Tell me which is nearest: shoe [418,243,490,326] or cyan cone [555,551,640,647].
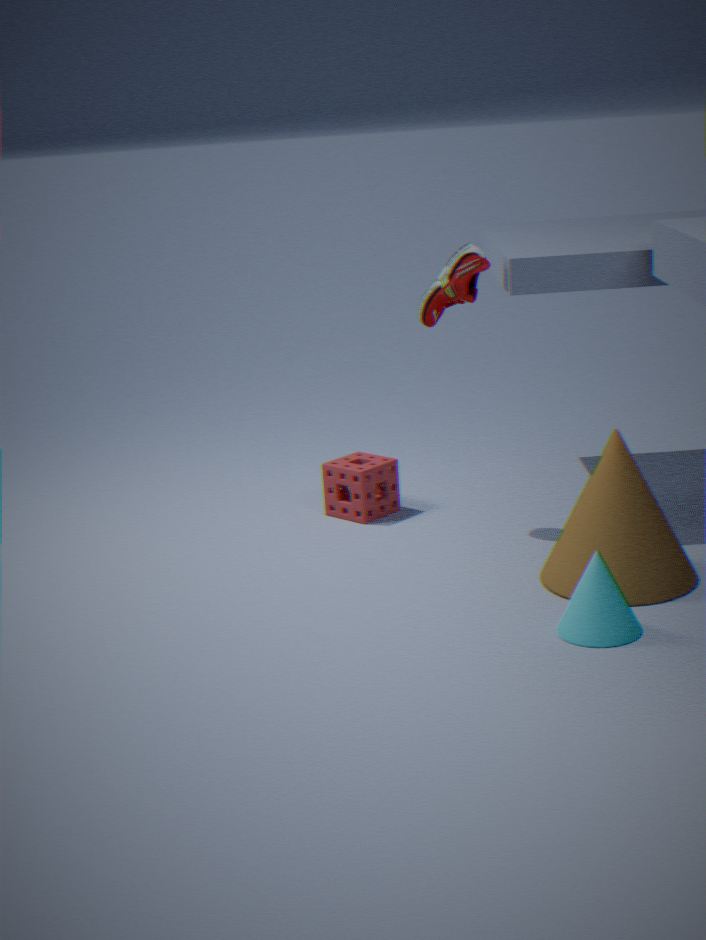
cyan cone [555,551,640,647]
